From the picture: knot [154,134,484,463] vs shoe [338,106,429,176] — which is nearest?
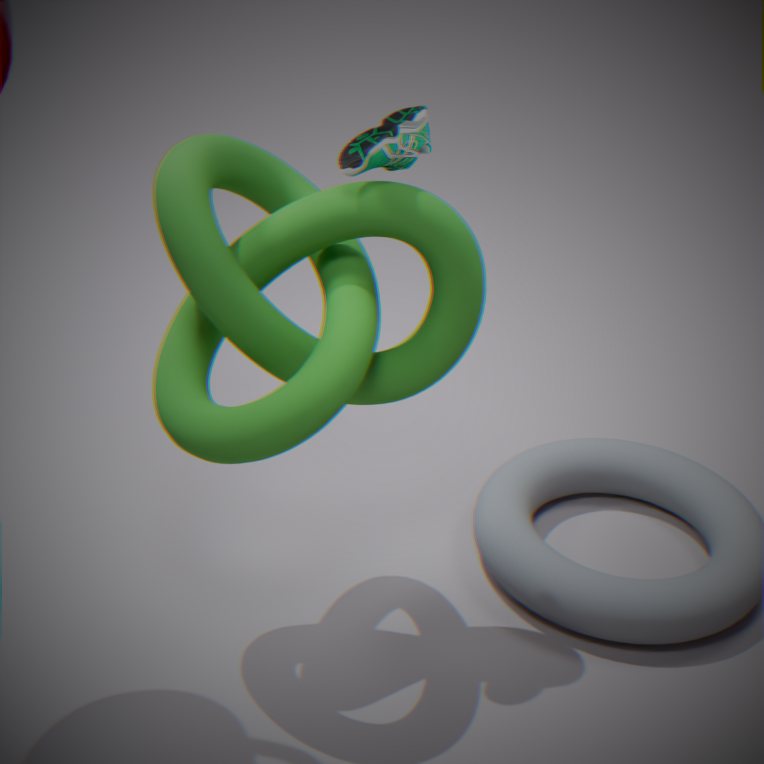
knot [154,134,484,463]
